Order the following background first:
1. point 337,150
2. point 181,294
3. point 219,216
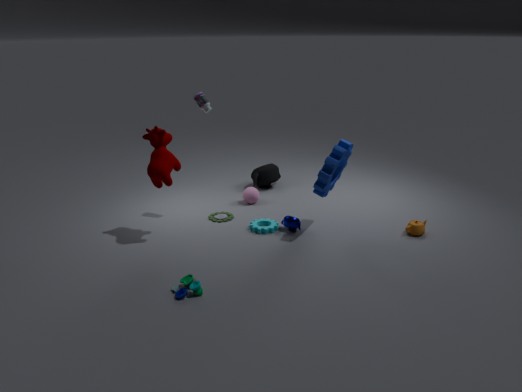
1. point 219,216
2. point 337,150
3. point 181,294
